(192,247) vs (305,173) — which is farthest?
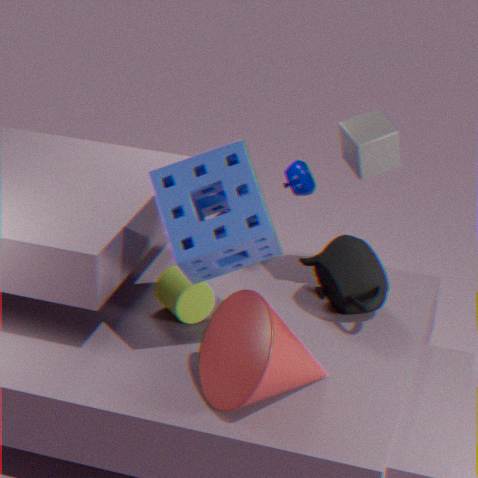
(305,173)
